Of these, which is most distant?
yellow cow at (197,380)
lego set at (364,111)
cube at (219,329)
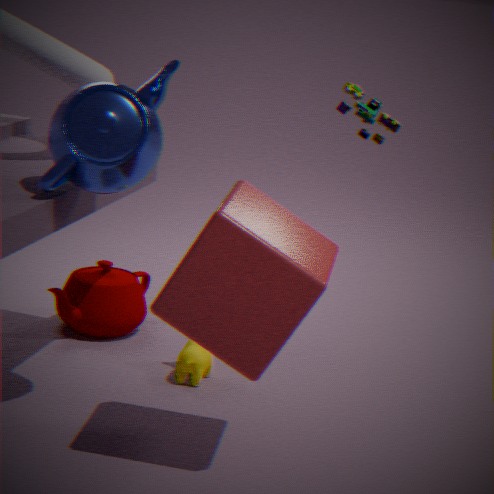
lego set at (364,111)
